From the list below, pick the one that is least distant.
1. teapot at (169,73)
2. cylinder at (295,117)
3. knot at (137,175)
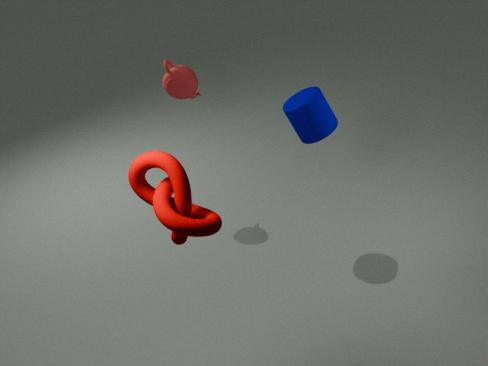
knot at (137,175)
